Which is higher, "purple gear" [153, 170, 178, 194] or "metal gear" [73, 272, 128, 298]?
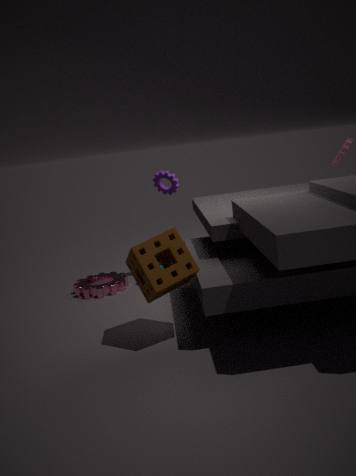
"purple gear" [153, 170, 178, 194]
